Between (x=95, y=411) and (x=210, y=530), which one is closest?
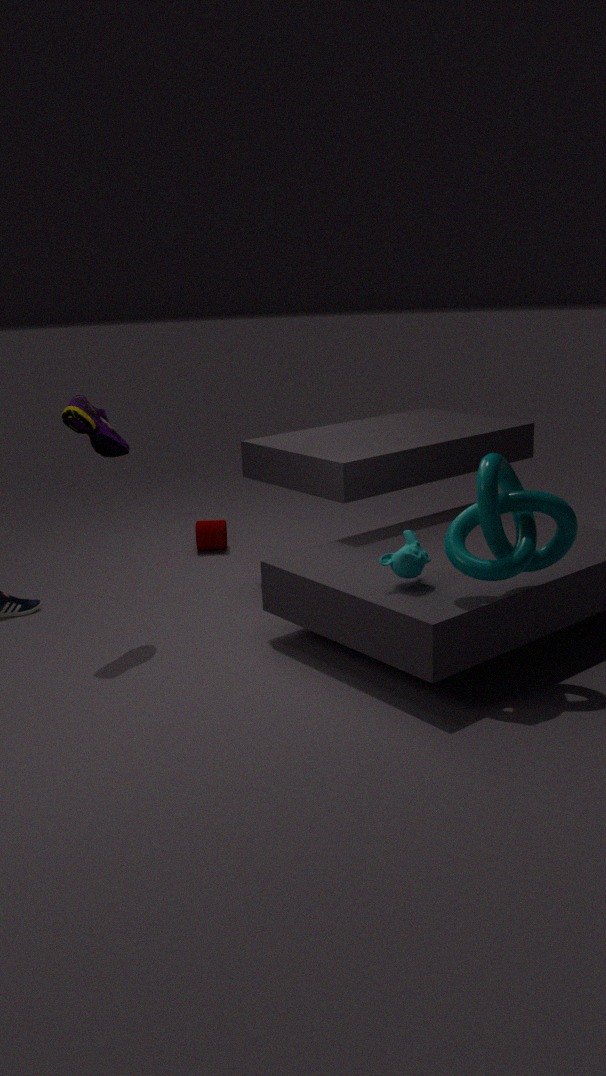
(x=95, y=411)
